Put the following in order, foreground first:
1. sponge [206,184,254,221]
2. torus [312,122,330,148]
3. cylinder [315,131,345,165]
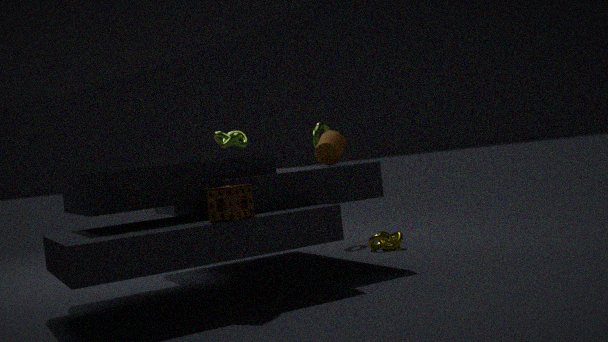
sponge [206,184,254,221]
cylinder [315,131,345,165]
torus [312,122,330,148]
